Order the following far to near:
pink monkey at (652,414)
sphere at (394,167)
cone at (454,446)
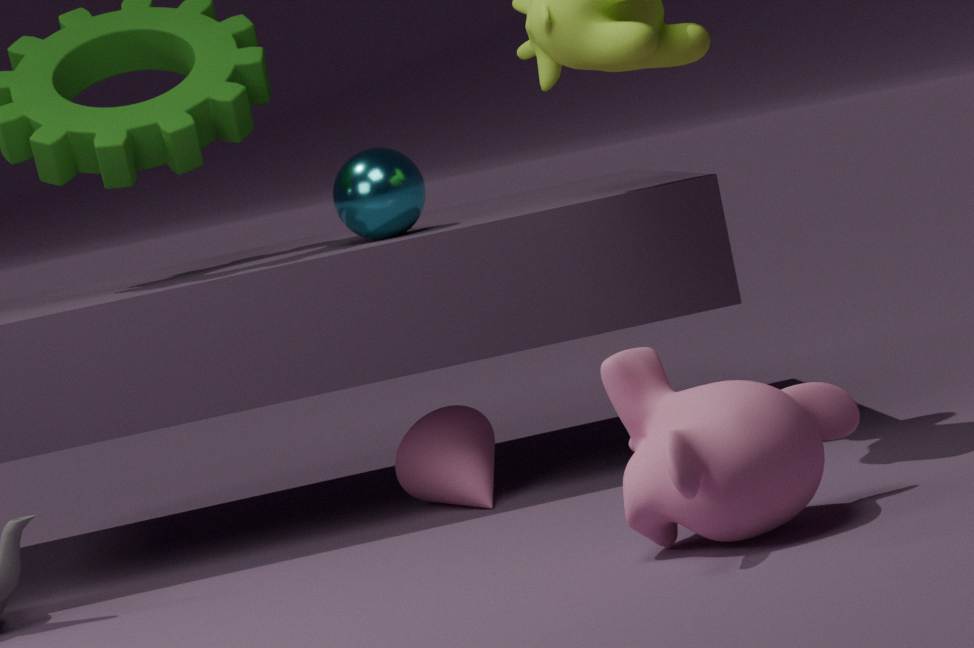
cone at (454,446) < sphere at (394,167) < pink monkey at (652,414)
